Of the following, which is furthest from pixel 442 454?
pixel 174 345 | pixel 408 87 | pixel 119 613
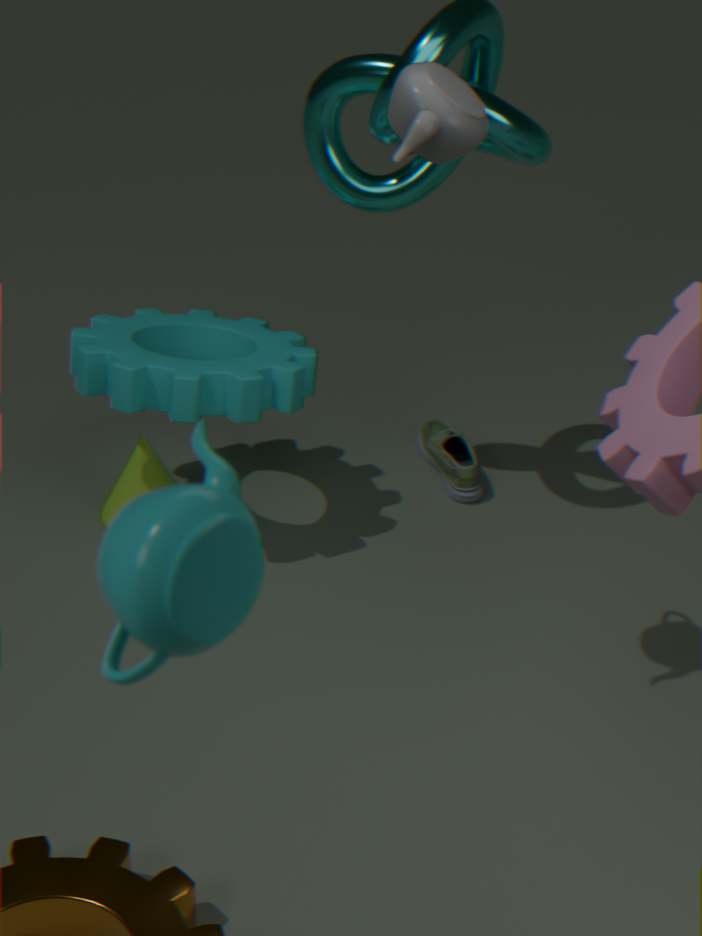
pixel 119 613
